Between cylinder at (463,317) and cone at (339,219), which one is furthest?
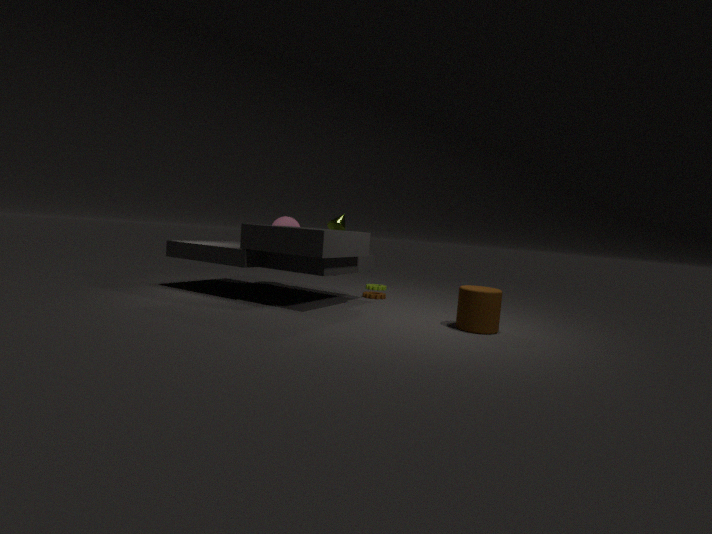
cone at (339,219)
